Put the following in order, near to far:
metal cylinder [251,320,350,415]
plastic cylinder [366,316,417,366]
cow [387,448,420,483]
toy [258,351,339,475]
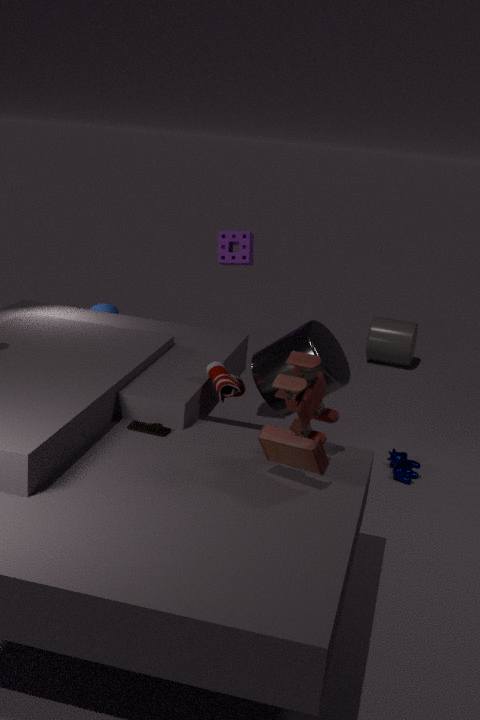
toy [258,351,339,475], metal cylinder [251,320,350,415], cow [387,448,420,483], plastic cylinder [366,316,417,366]
